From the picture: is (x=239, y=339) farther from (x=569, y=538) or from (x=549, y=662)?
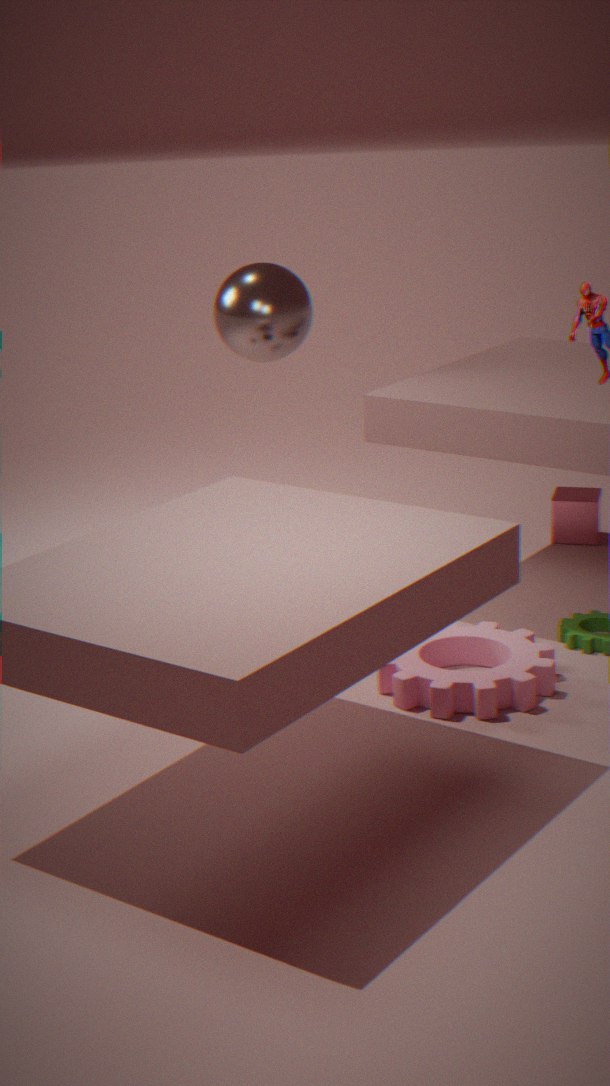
(x=549, y=662)
